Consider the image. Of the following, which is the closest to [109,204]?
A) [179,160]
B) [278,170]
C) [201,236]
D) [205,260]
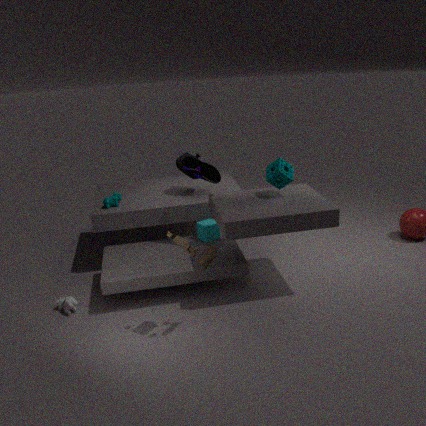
[179,160]
